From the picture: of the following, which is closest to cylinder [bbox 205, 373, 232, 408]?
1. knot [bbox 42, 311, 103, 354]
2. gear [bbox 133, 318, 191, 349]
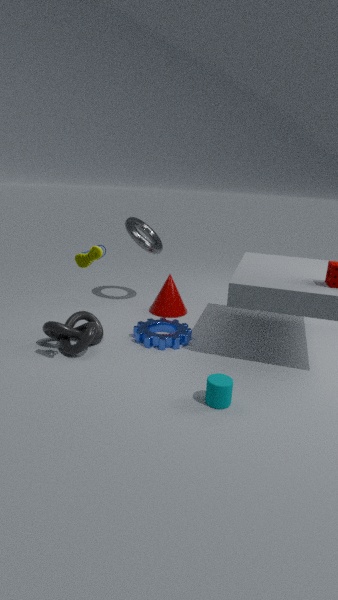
gear [bbox 133, 318, 191, 349]
